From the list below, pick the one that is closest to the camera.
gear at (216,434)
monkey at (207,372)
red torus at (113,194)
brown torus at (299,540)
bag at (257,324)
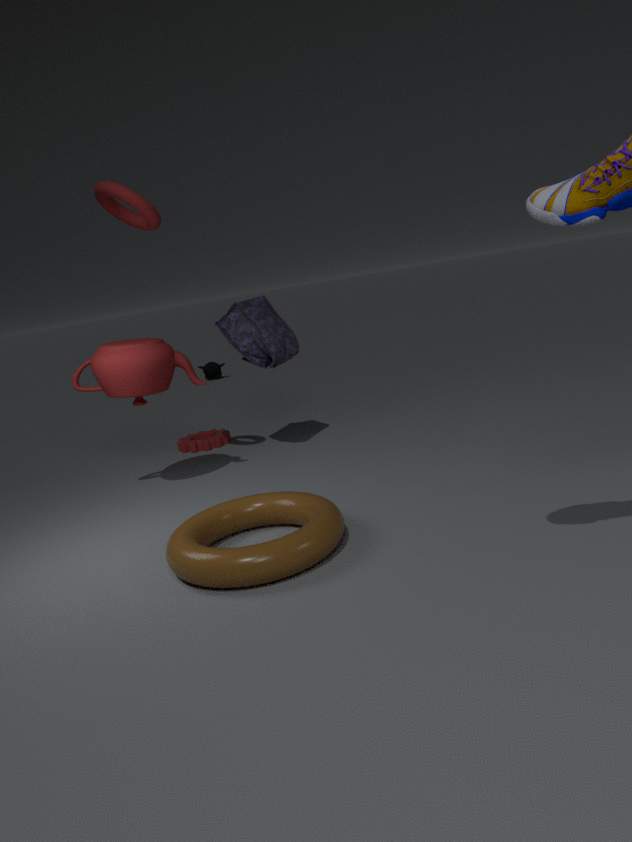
brown torus at (299,540)
